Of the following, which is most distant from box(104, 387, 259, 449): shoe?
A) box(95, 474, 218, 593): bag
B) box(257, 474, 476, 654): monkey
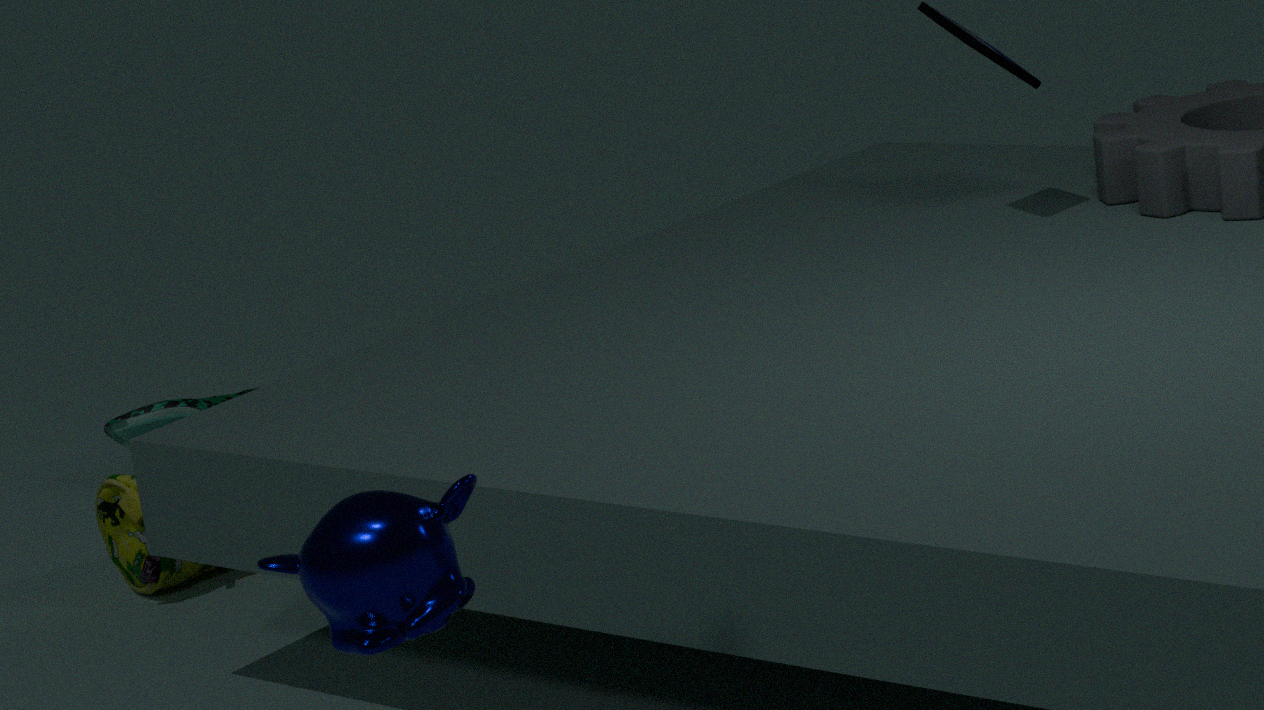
box(257, 474, 476, 654): monkey
